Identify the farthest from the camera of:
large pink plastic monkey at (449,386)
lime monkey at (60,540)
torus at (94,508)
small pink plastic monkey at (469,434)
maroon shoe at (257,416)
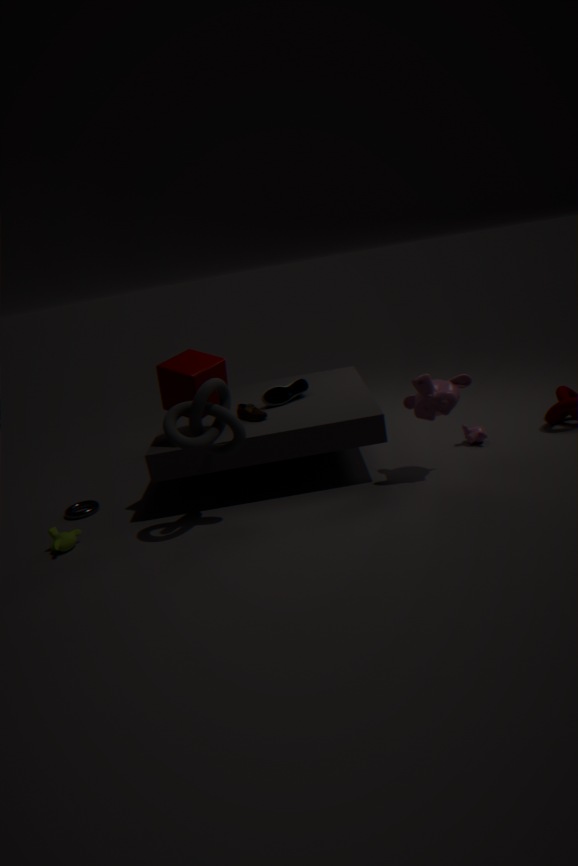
small pink plastic monkey at (469,434)
